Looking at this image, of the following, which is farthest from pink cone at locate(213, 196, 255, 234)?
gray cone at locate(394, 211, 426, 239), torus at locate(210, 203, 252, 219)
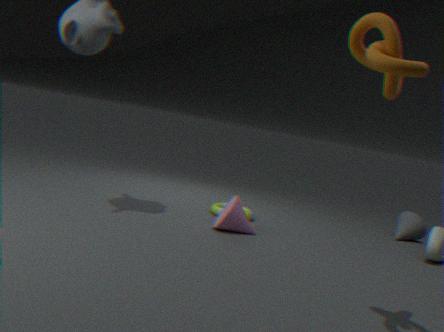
gray cone at locate(394, 211, 426, 239)
